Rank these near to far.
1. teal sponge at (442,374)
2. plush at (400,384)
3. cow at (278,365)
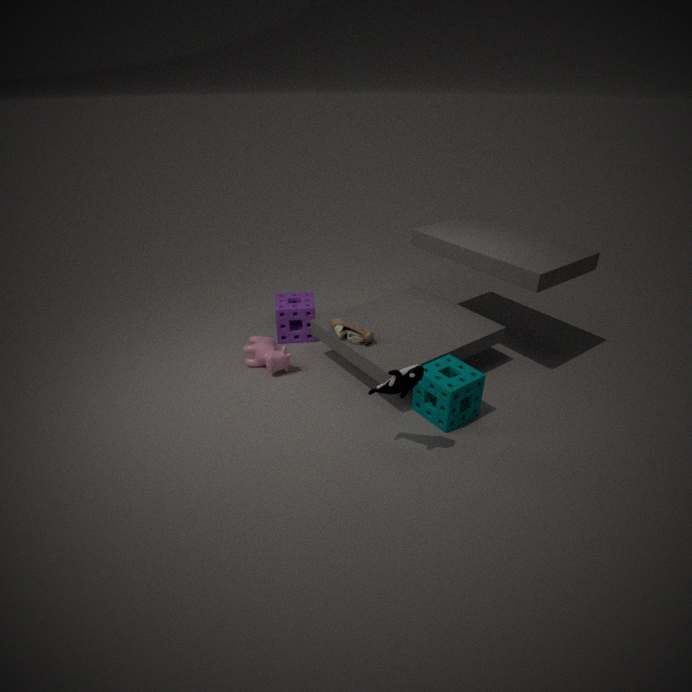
plush at (400,384) → teal sponge at (442,374) → cow at (278,365)
